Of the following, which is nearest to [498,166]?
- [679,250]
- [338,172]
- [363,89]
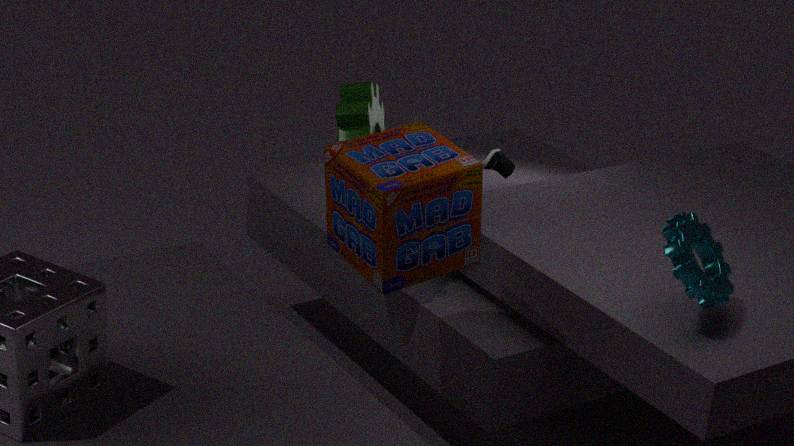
[363,89]
